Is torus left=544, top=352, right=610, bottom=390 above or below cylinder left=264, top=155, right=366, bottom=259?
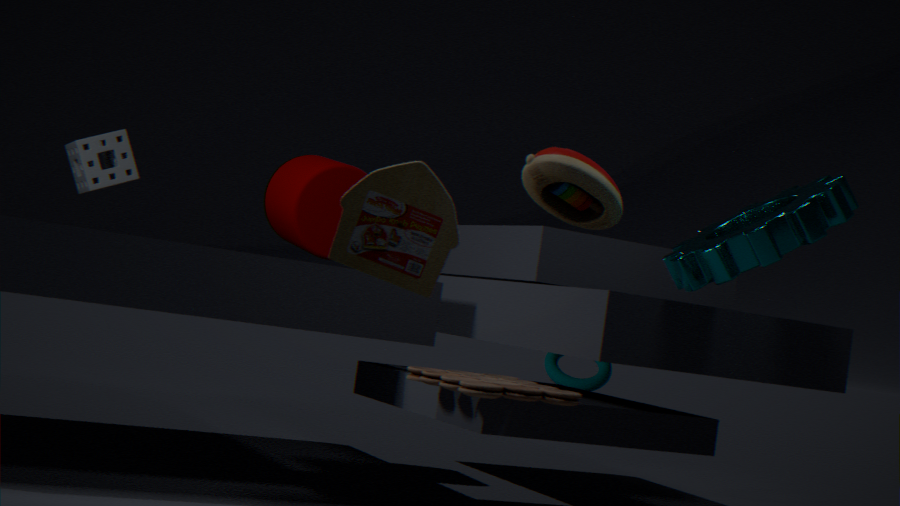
below
